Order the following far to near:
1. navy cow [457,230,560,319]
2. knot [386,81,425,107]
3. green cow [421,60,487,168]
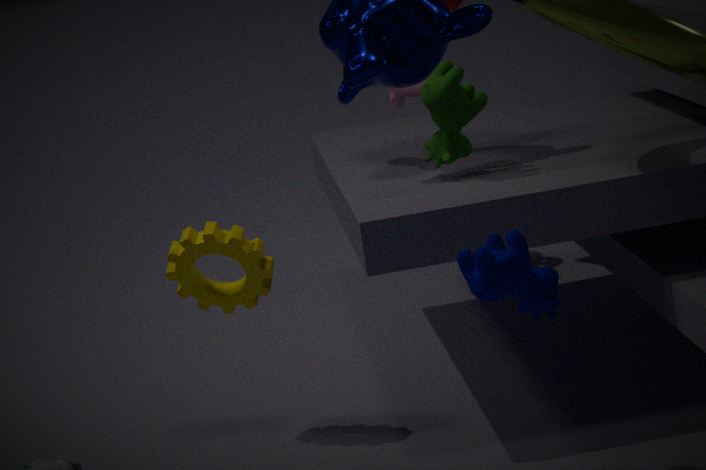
knot [386,81,425,107] < green cow [421,60,487,168] < navy cow [457,230,560,319]
